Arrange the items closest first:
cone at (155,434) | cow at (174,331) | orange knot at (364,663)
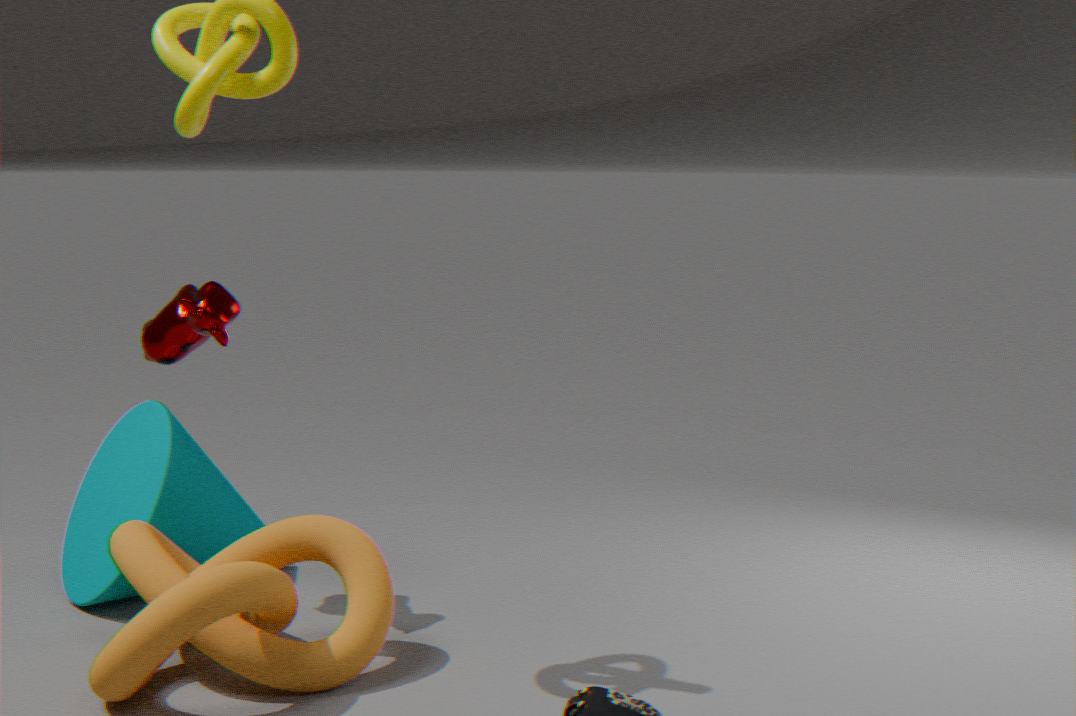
orange knot at (364,663)
cow at (174,331)
cone at (155,434)
